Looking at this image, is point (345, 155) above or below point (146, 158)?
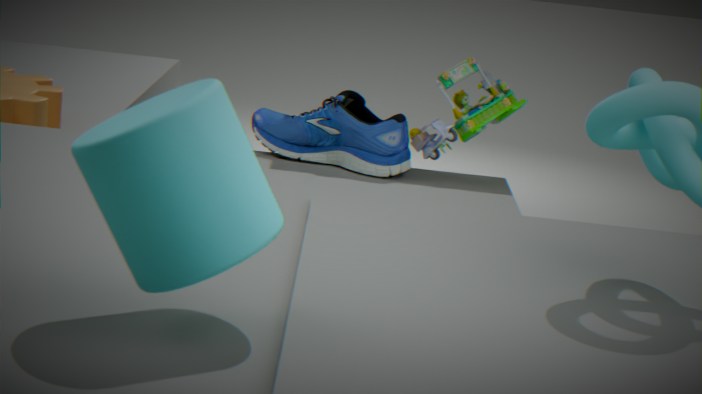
below
